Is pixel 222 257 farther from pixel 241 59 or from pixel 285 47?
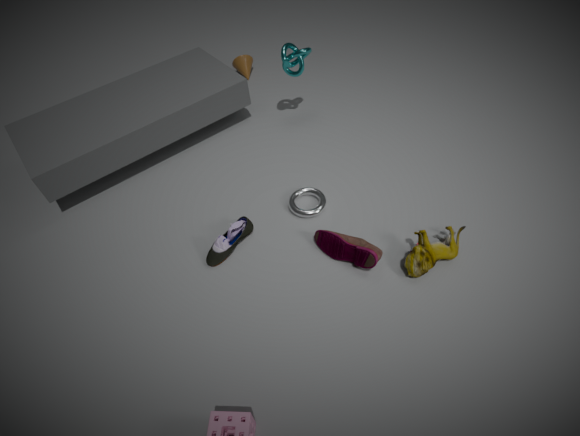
pixel 241 59
